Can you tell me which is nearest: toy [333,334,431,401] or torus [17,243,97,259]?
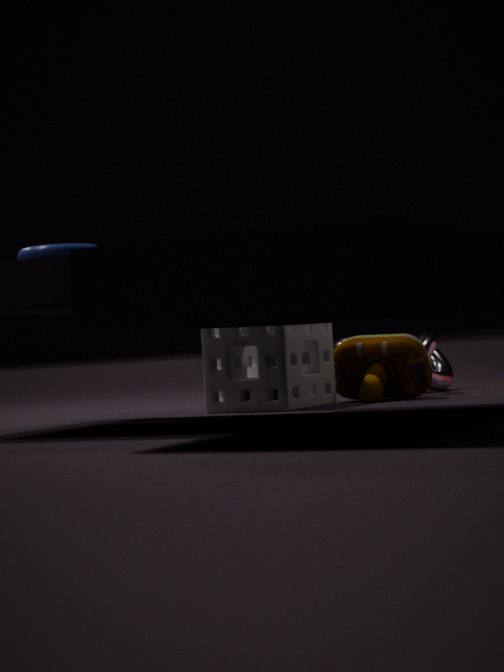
torus [17,243,97,259]
